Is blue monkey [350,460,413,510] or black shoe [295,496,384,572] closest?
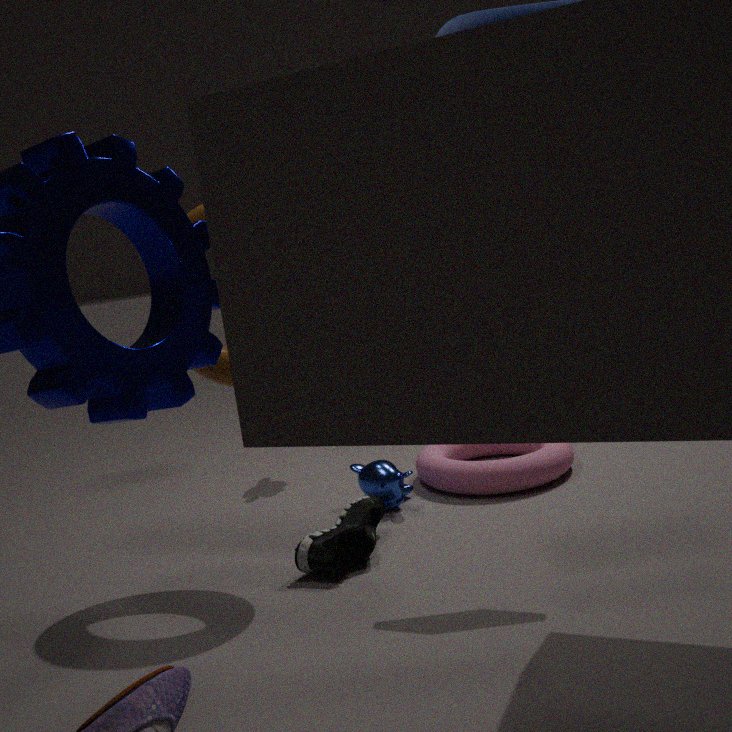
black shoe [295,496,384,572]
